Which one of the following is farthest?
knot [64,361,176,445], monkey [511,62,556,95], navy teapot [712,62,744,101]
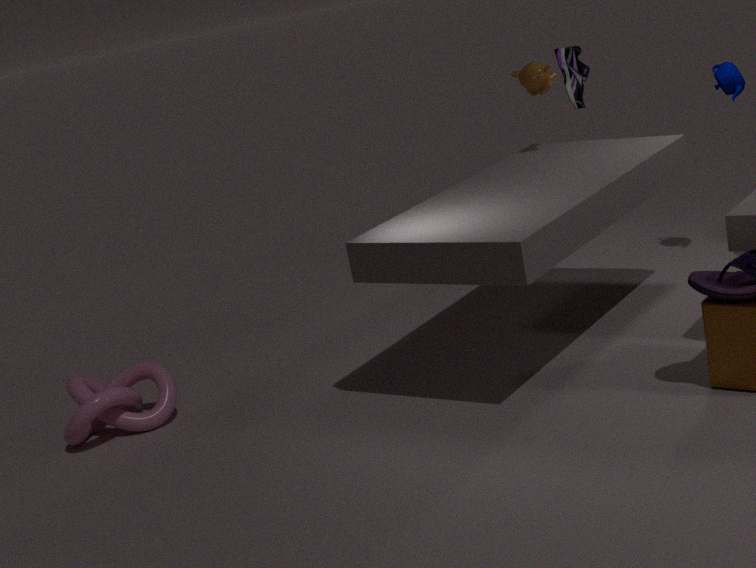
navy teapot [712,62,744,101]
